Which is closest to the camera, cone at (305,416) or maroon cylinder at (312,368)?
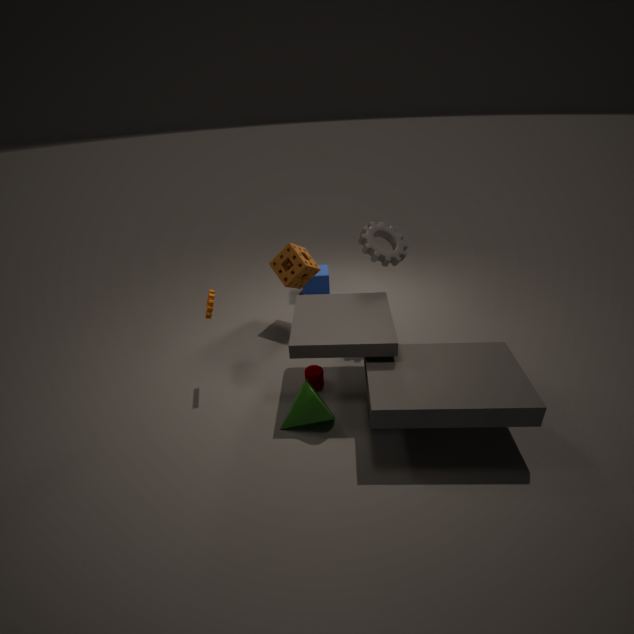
cone at (305,416)
